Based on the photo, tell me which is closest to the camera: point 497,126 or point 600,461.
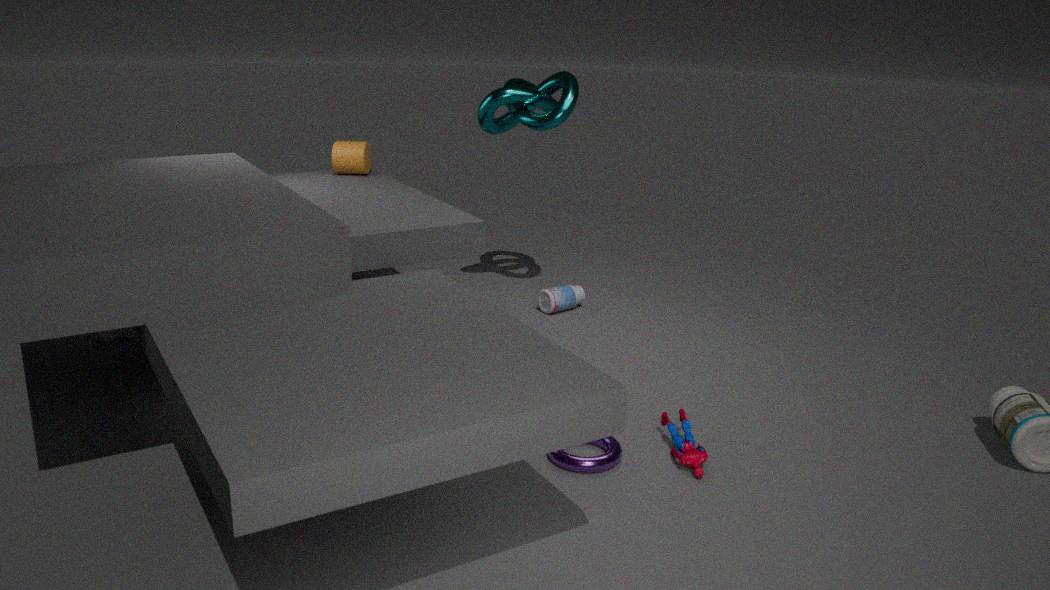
point 600,461
